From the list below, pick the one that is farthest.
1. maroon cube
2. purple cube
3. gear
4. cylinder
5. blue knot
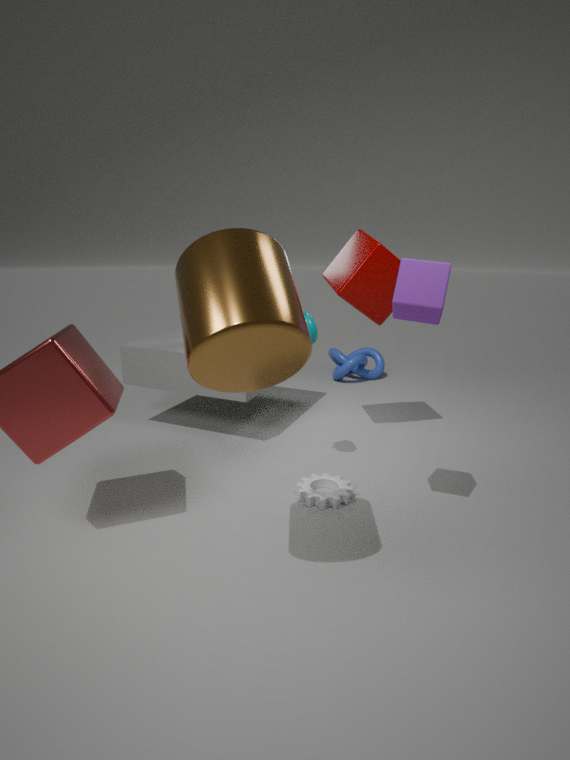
blue knot
